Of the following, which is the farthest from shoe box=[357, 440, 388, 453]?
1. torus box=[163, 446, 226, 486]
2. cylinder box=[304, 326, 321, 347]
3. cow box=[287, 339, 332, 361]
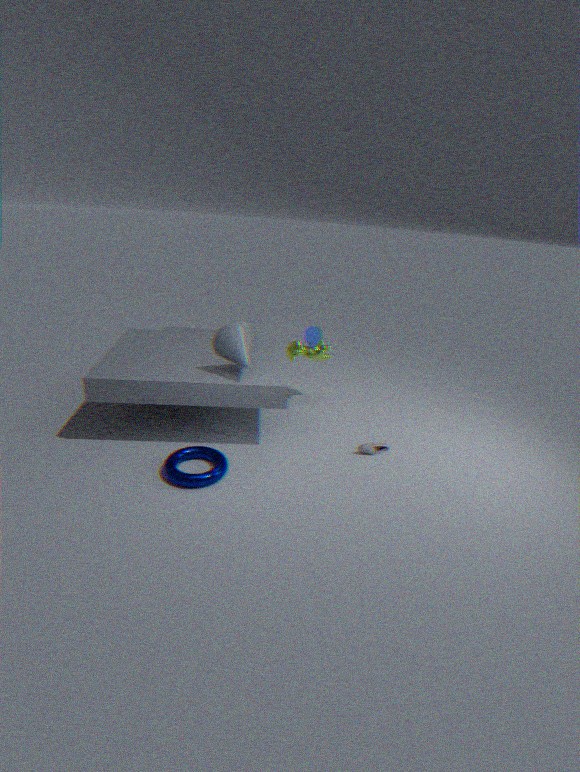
torus box=[163, 446, 226, 486]
